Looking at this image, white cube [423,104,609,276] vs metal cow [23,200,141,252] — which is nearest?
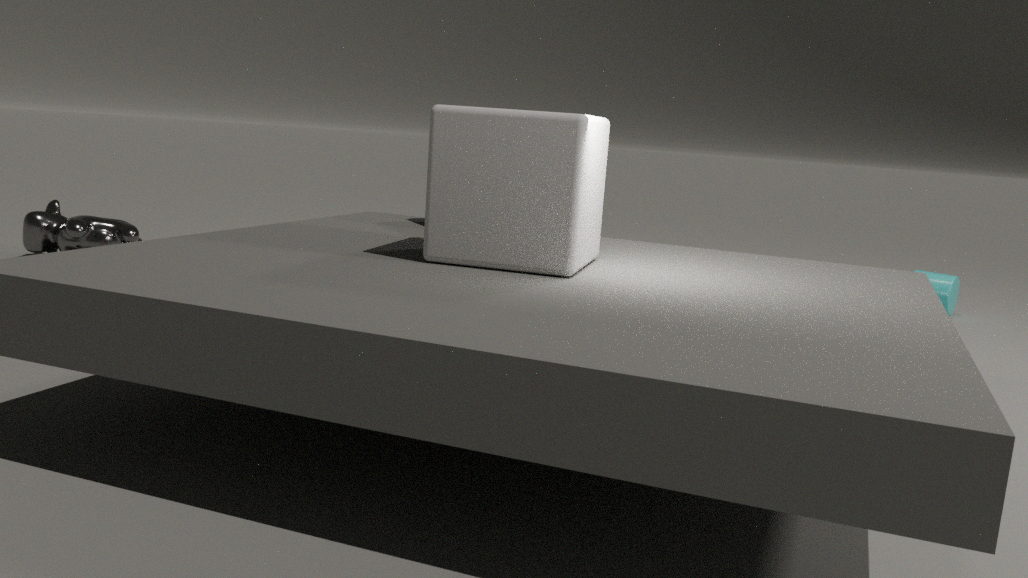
white cube [423,104,609,276]
